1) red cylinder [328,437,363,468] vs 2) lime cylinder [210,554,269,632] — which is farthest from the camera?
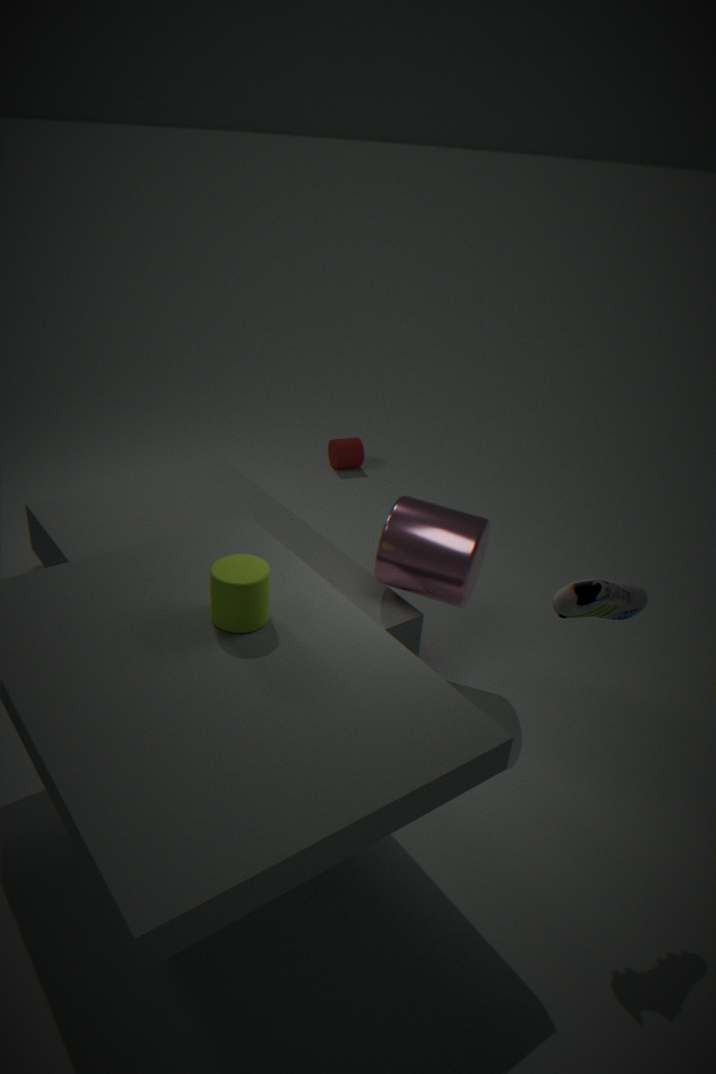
1. red cylinder [328,437,363,468]
